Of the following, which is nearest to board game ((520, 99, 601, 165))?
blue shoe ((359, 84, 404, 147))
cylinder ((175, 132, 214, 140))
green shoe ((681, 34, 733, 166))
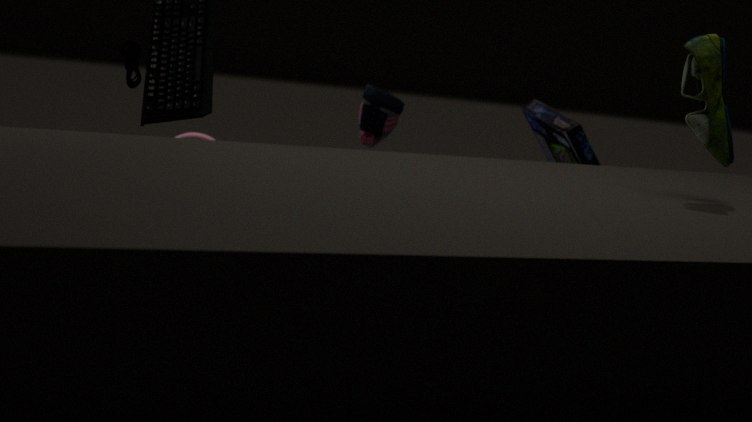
blue shoe ((359, 84, 404, 147))
